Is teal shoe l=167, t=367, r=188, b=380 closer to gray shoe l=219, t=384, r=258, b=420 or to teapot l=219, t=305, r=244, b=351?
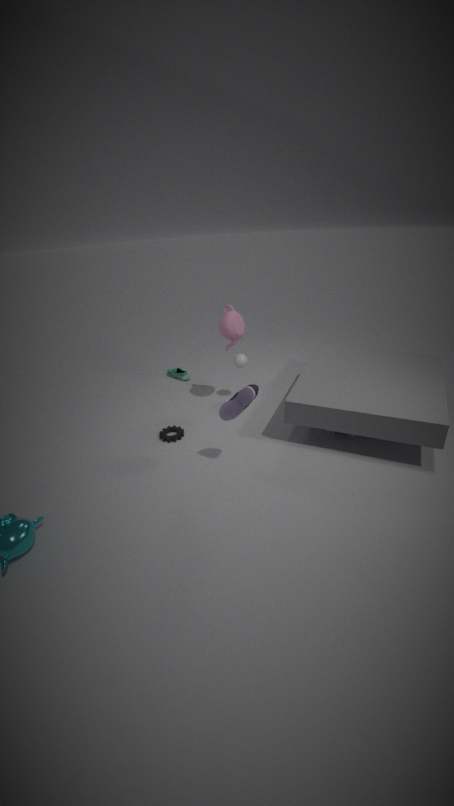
teapot l=219, t=305, r=244, b=351
